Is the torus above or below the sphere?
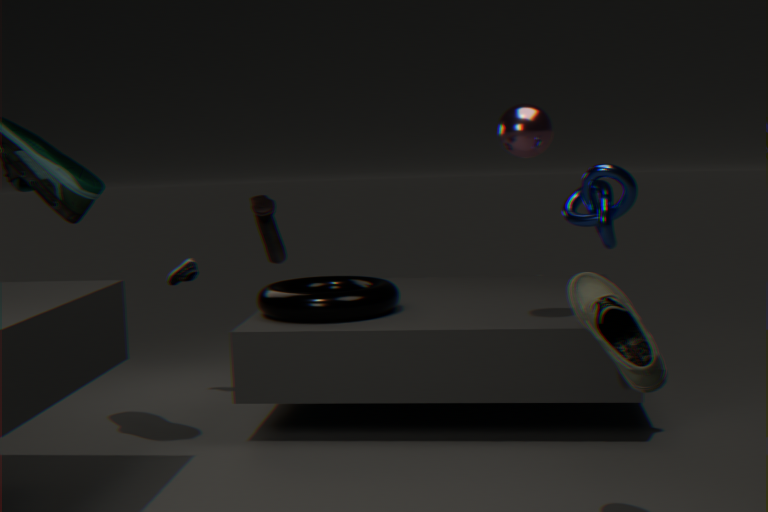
below
